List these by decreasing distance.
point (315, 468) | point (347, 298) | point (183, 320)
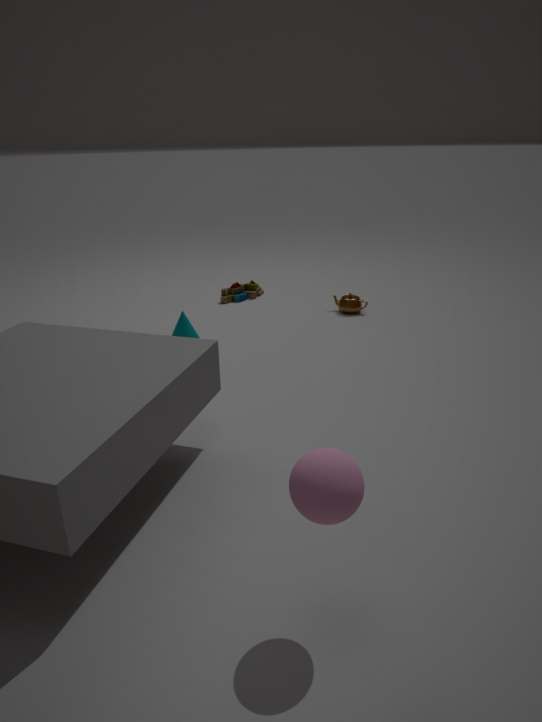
point (347, 298) → point (183, 320) → point (315, 468)
